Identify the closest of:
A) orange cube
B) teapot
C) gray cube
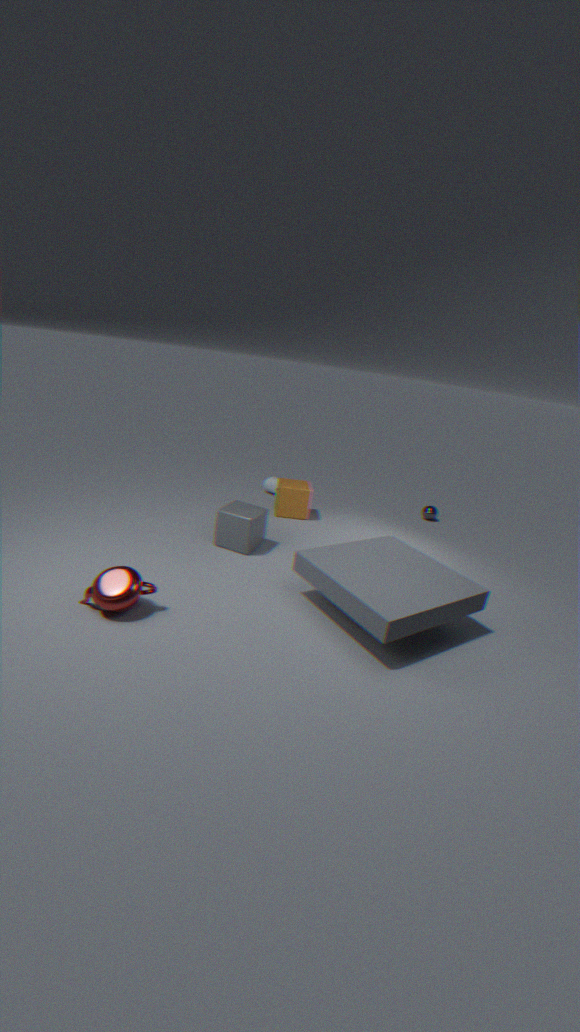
teapot
